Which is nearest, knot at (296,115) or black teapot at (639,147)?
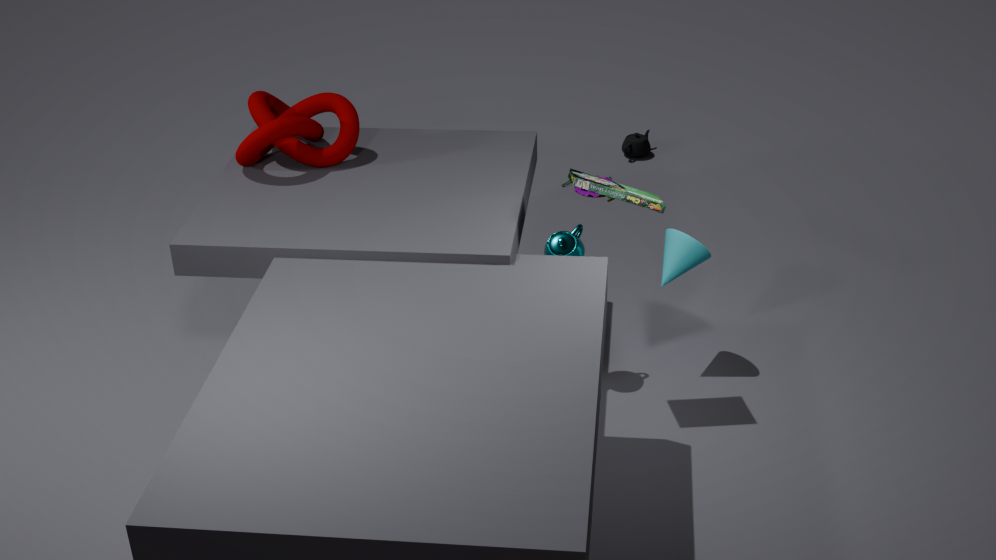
knot at (296,115)
